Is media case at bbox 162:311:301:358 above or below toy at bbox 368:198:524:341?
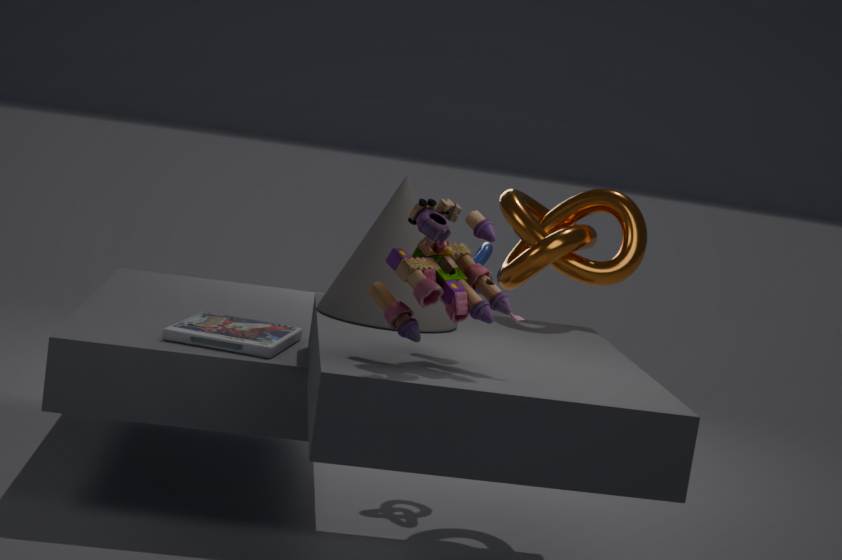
below
